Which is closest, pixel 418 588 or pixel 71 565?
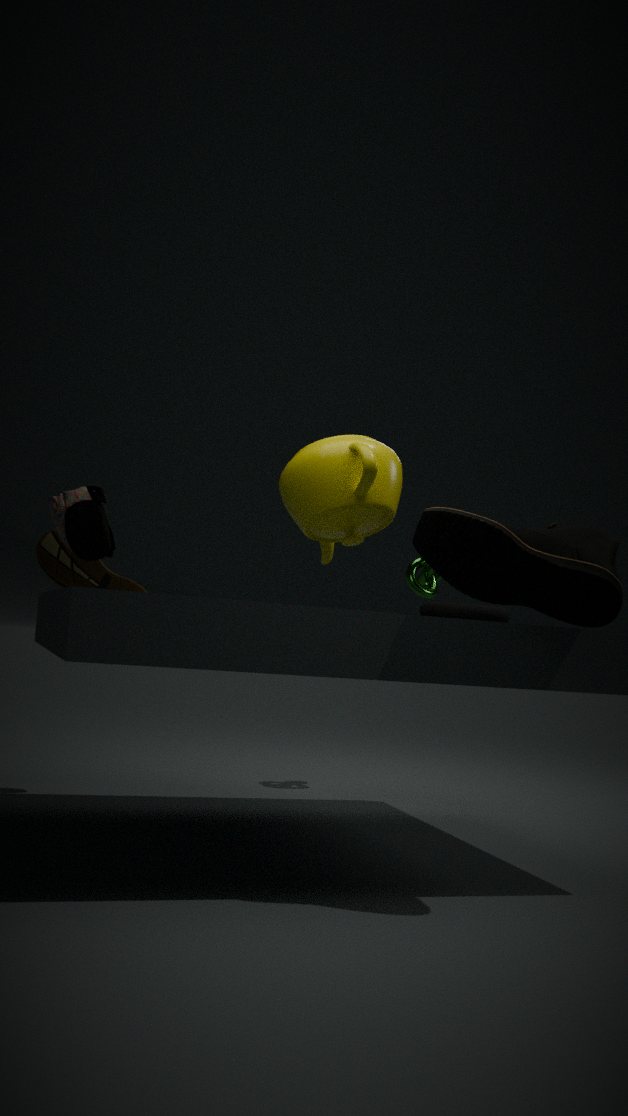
pixel 71 565
